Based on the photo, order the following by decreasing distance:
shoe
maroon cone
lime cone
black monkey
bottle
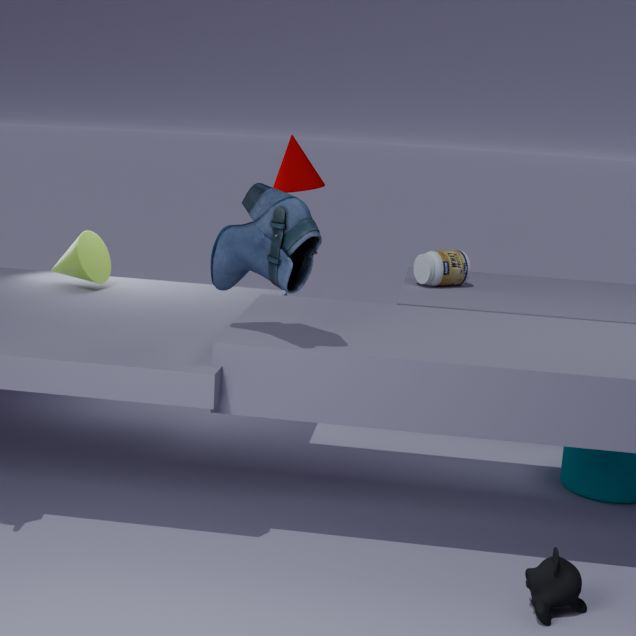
bottle, maroon cone, lime cone, shoe, black monkey
